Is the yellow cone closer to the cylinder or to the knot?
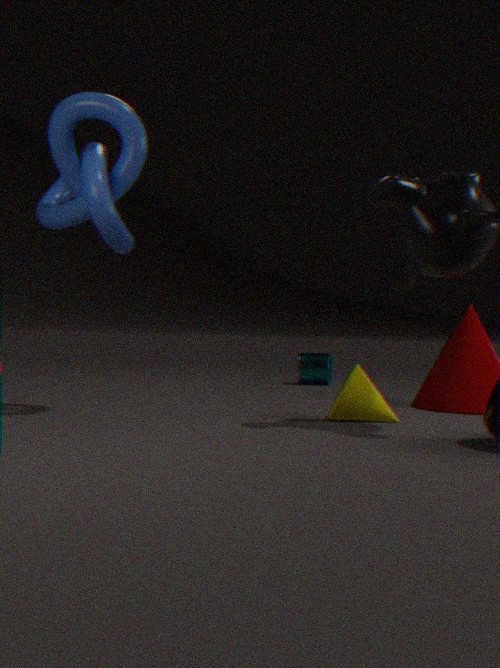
the knot
